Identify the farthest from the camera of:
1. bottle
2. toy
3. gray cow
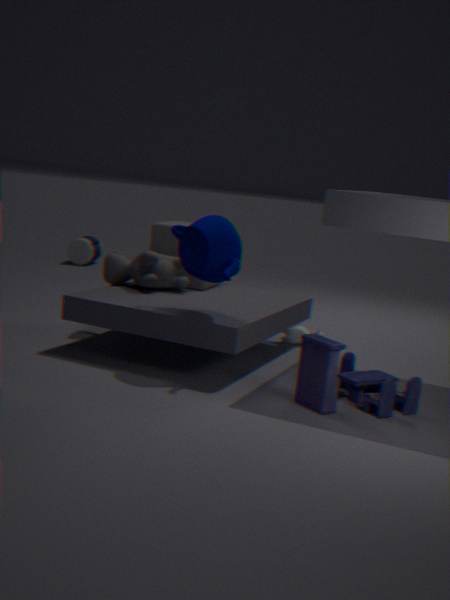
bottle
